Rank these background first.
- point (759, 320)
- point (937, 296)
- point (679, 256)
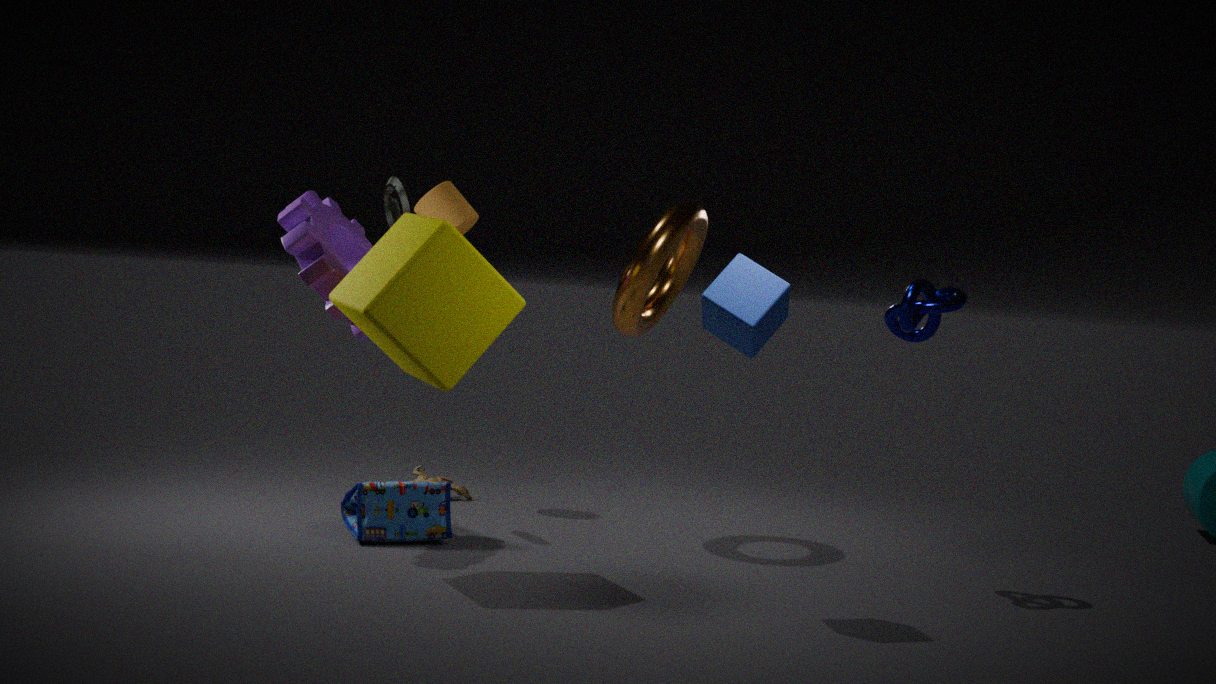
point (679, 256) < point (937, 296) < point (759, 320)
